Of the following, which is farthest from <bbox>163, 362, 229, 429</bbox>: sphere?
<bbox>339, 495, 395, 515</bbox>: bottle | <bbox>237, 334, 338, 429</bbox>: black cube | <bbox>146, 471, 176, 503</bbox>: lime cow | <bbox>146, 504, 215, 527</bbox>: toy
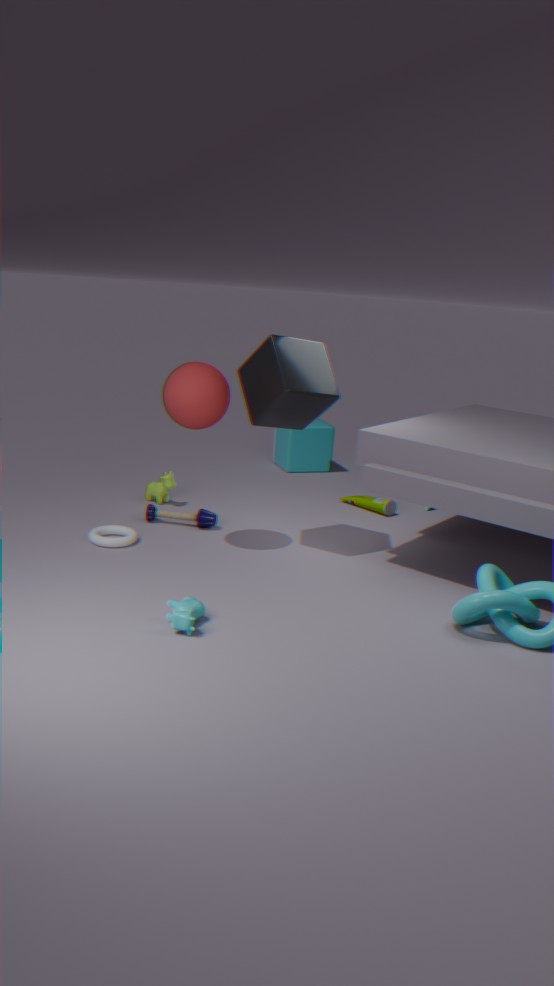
<bbox>339, 495, 395, 515</bbox>: bottle
